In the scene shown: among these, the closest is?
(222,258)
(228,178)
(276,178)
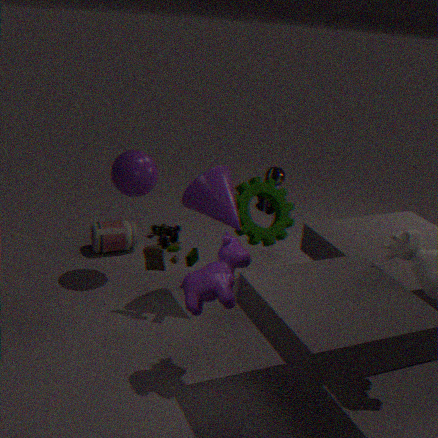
(222,258)
